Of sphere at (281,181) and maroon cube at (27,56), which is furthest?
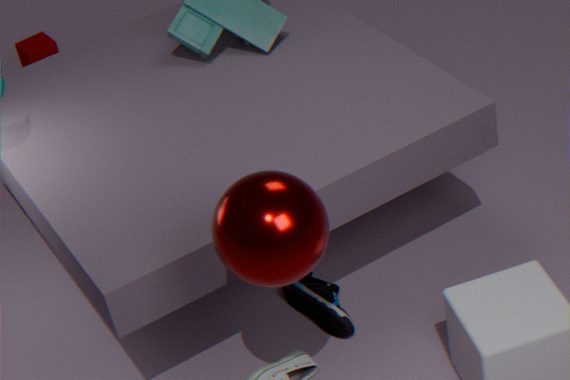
maroon cube at (27,56)
